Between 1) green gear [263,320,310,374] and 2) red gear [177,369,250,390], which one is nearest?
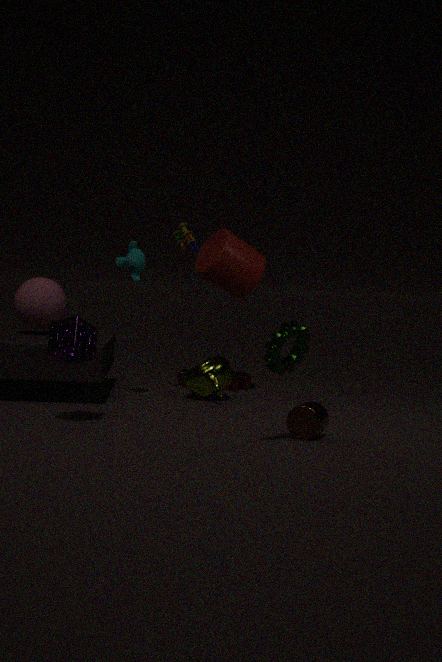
1. green gear [263,320,310,374]
